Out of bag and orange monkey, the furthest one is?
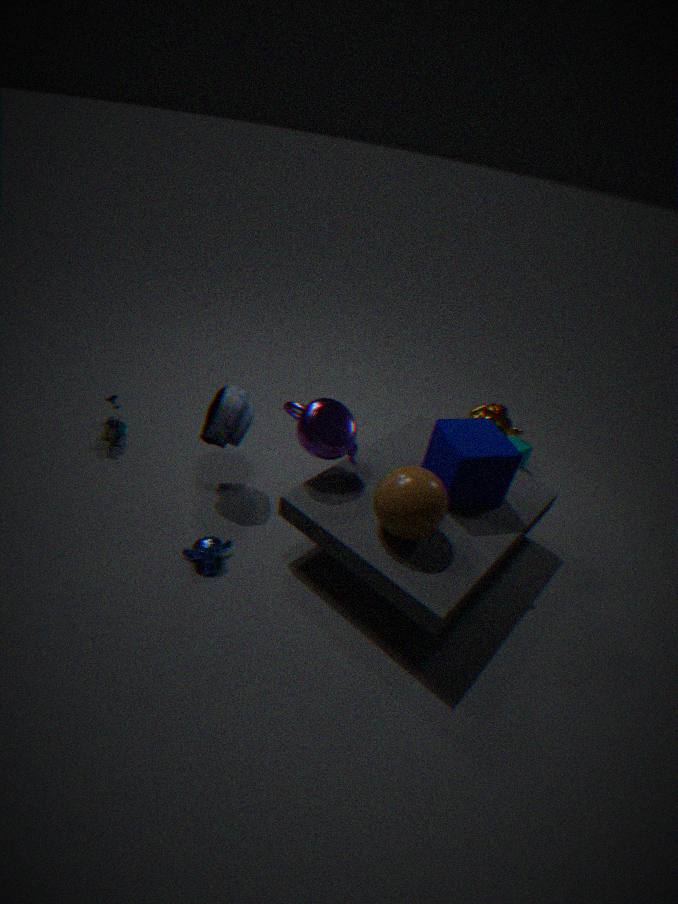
orange monkey
